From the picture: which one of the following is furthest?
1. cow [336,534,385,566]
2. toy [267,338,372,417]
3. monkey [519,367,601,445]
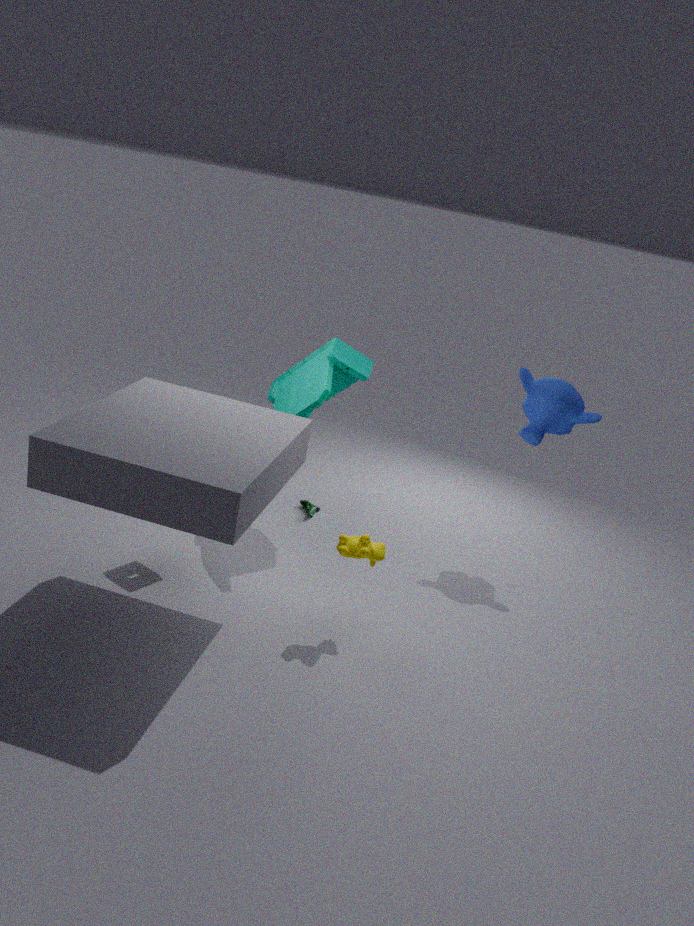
monkey [519,367,601,445]
